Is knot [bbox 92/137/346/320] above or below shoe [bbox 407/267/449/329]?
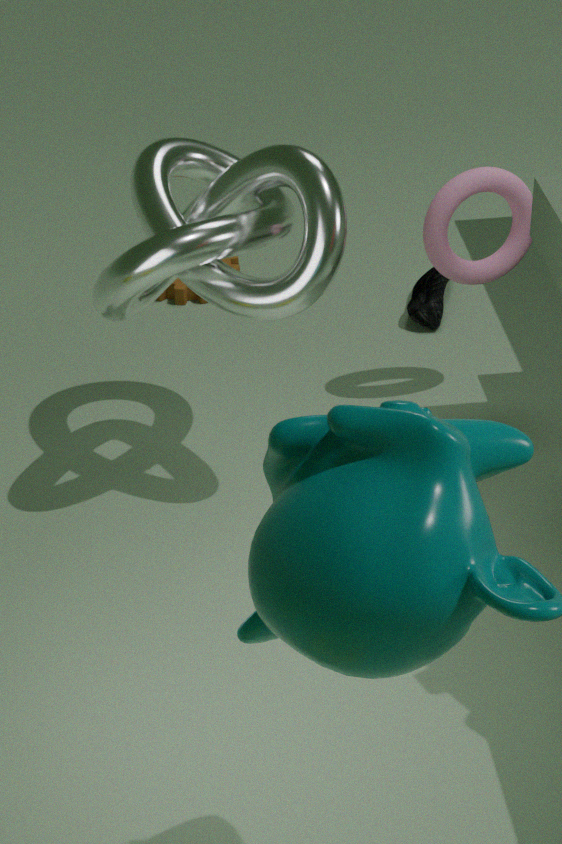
above
